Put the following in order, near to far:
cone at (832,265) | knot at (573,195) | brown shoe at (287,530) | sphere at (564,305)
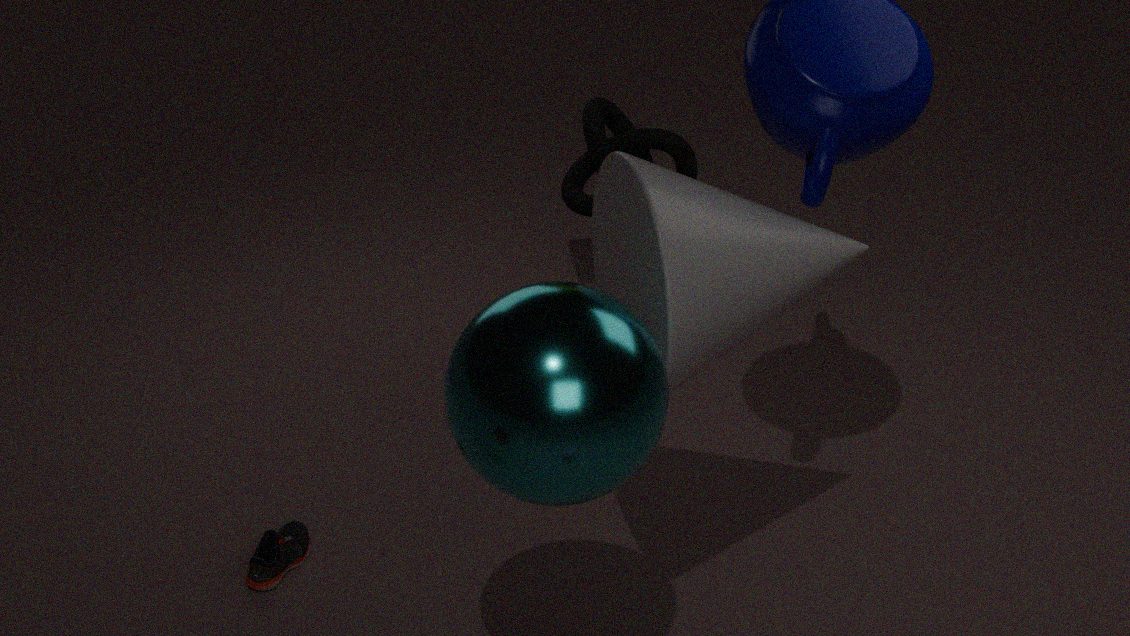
sphere at (564,305), cone at (832,265), brown shoe at (287,530), knot at (573,195)
